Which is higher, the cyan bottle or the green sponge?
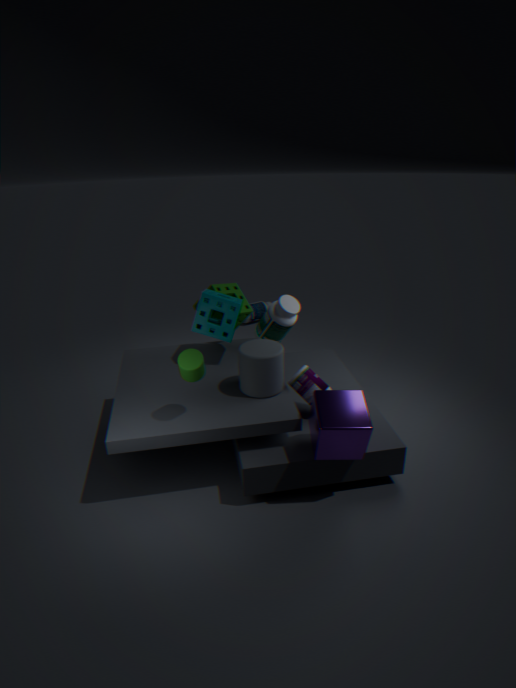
the green sponge
